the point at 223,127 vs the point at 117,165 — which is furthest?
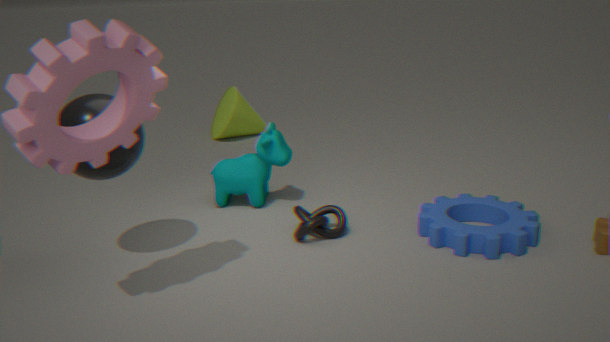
the point at 223,127
